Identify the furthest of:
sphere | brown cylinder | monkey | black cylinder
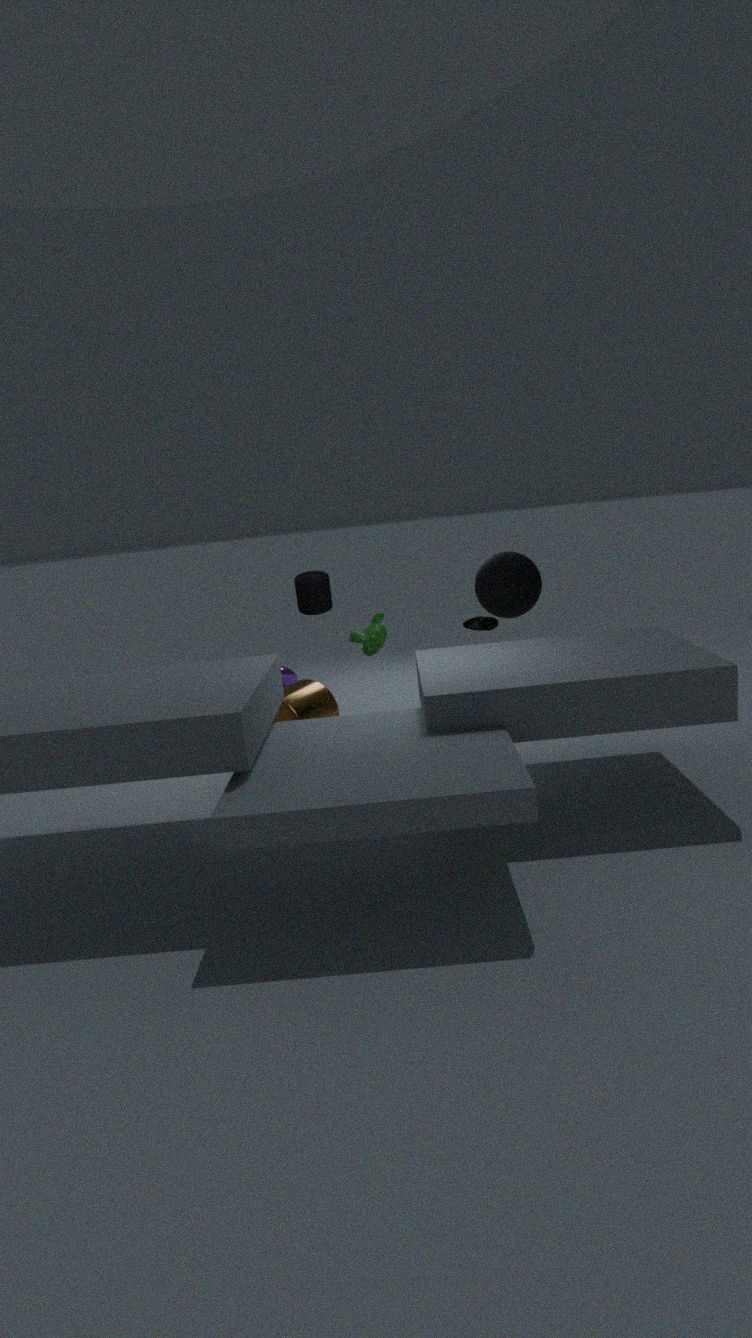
sphere
